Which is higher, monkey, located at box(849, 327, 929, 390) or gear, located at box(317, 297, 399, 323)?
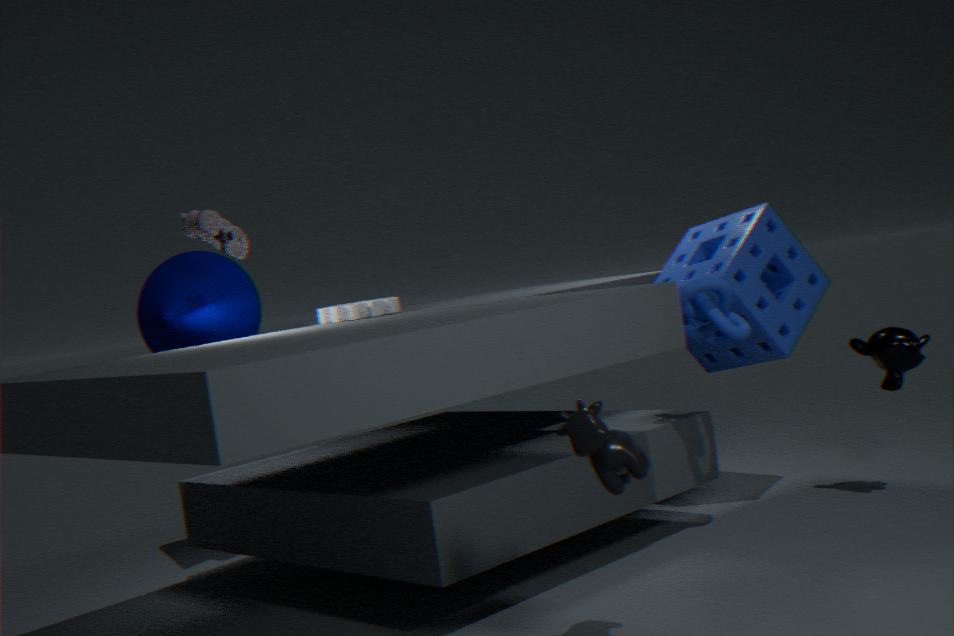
gear, located at box(317, 297, 399, 323)
